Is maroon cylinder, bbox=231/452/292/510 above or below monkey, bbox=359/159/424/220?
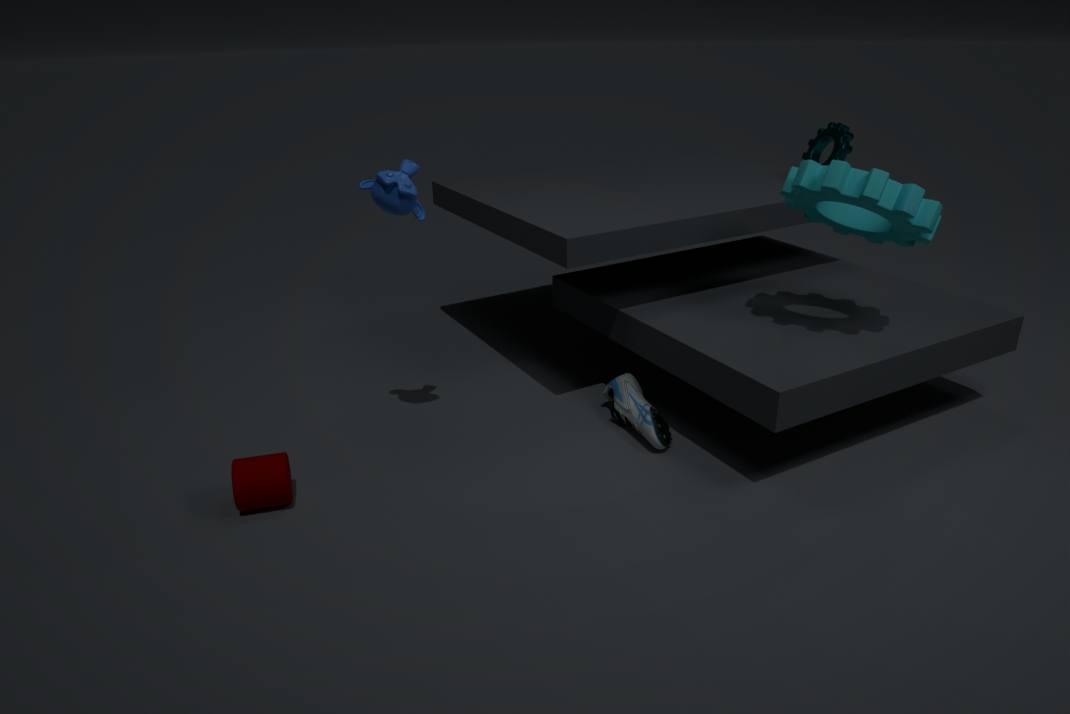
below
